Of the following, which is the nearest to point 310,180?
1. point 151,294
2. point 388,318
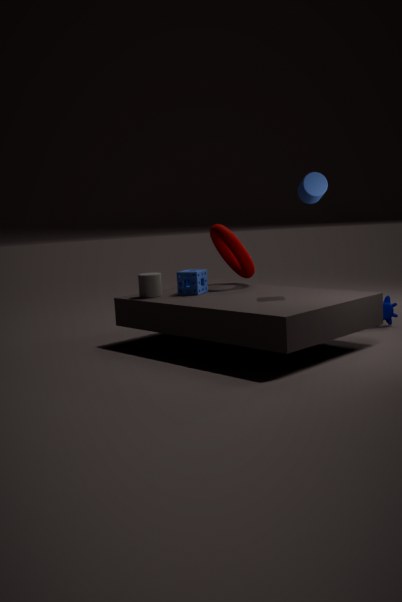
point 388,318
